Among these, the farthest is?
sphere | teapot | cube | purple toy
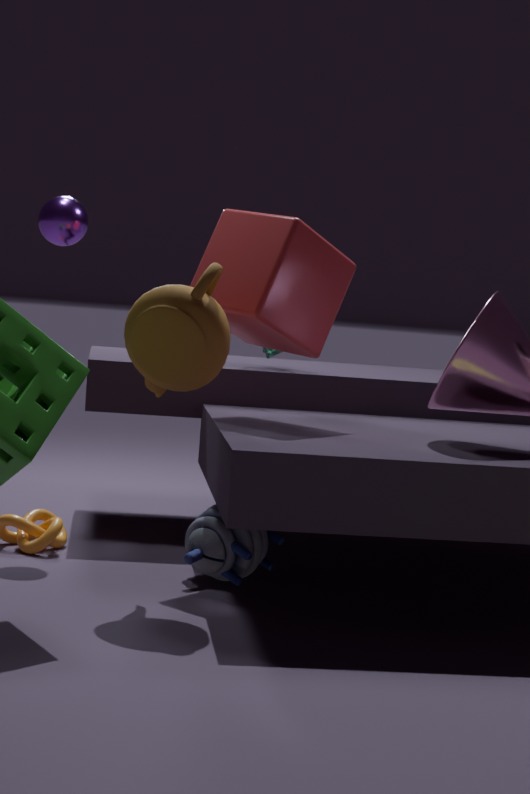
sphere
